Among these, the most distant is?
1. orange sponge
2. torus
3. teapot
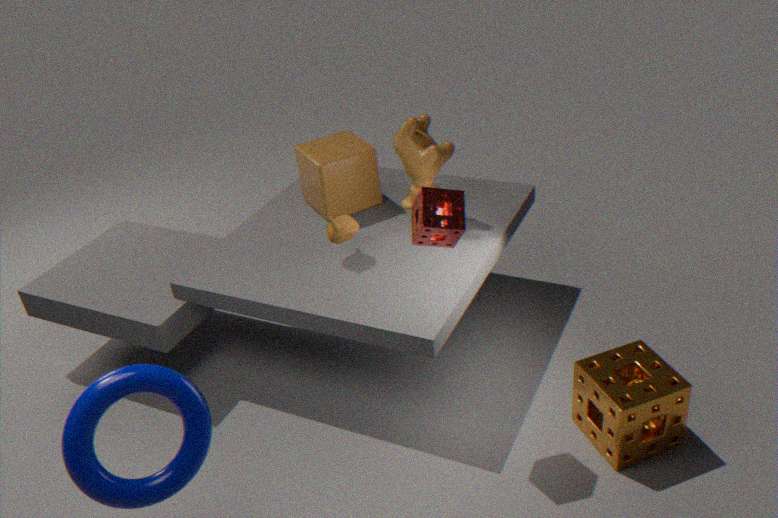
teapot
